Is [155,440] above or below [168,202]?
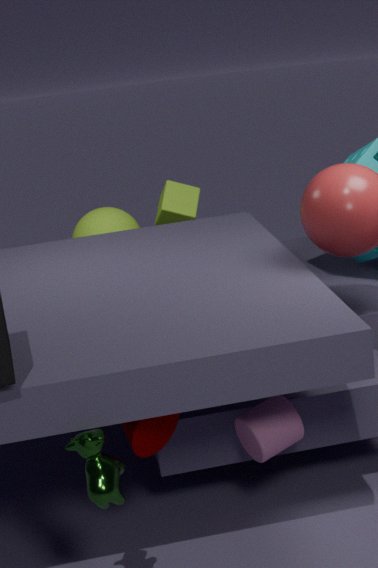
below
